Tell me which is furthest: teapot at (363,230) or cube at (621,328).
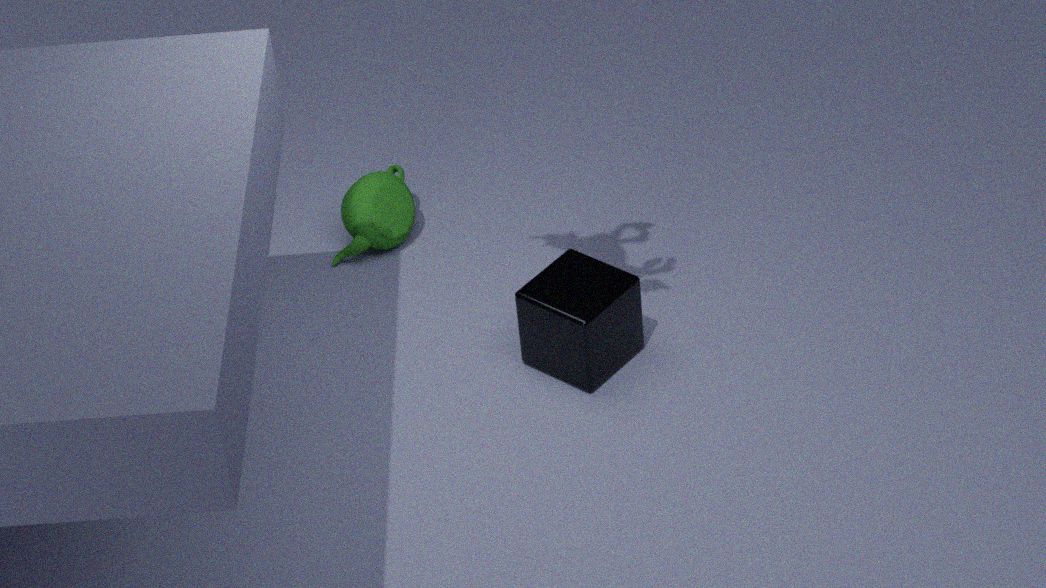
teapot at (363,230)
